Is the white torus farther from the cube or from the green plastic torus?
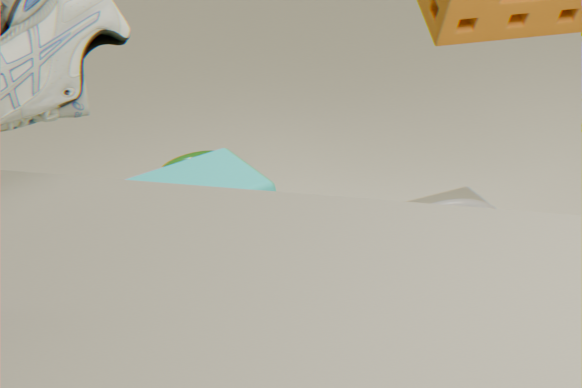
the green plastic torus
